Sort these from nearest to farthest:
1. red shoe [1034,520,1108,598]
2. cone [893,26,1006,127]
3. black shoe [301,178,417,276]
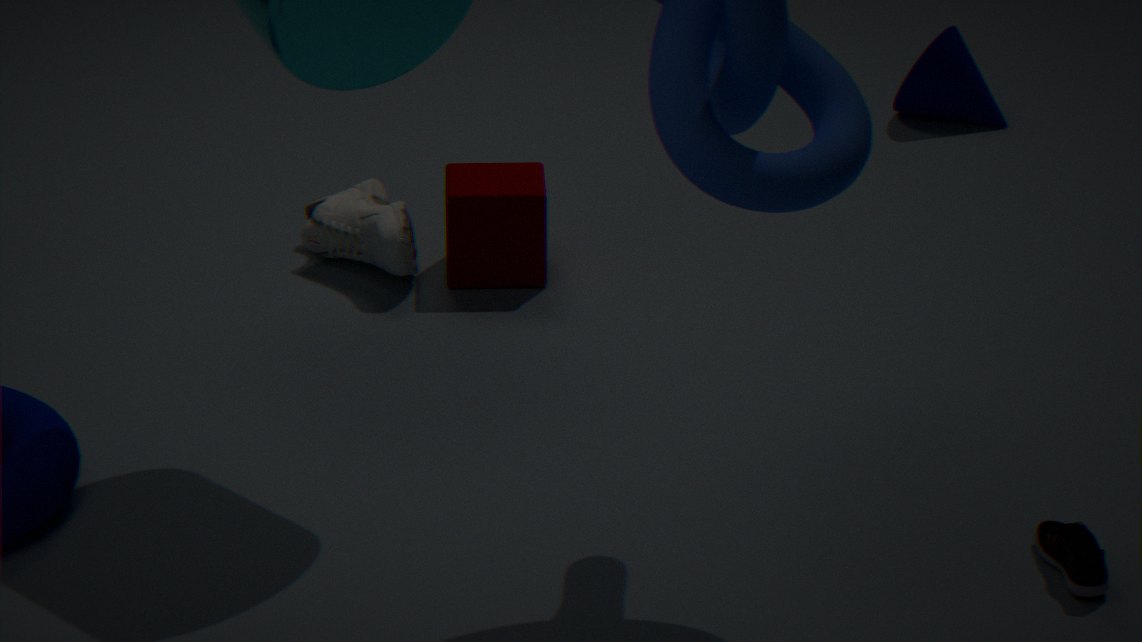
red shoe [1034,520,1108,598], black shoe [301,178,417,276], cone [893,26,1006,127]
